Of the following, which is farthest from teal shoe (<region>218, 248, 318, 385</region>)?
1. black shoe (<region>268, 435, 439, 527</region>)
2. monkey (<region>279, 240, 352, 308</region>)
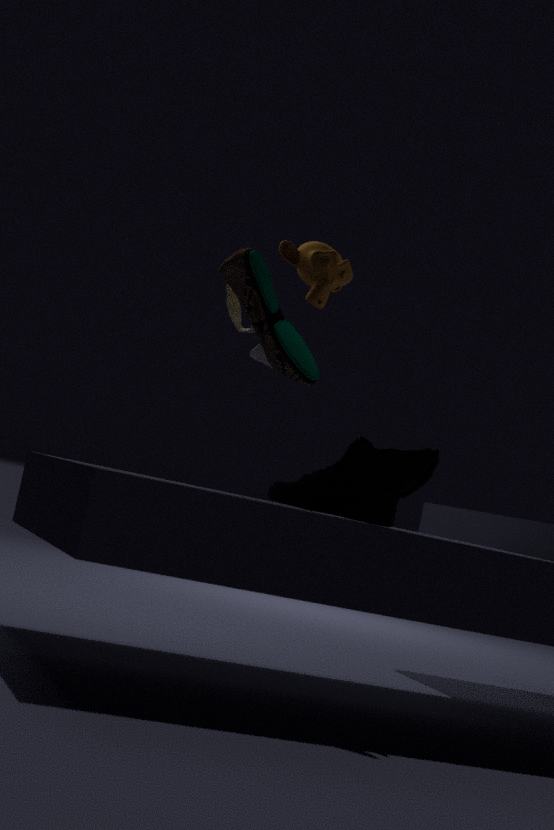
monkey (<region>279, 240, 352, 308</region>)
